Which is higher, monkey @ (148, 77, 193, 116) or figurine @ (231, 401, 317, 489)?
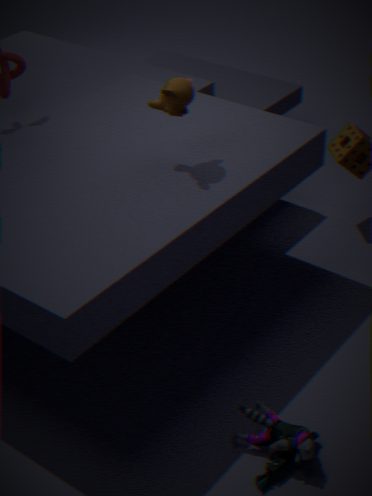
monkey @ (148, 77, 193, 116)
